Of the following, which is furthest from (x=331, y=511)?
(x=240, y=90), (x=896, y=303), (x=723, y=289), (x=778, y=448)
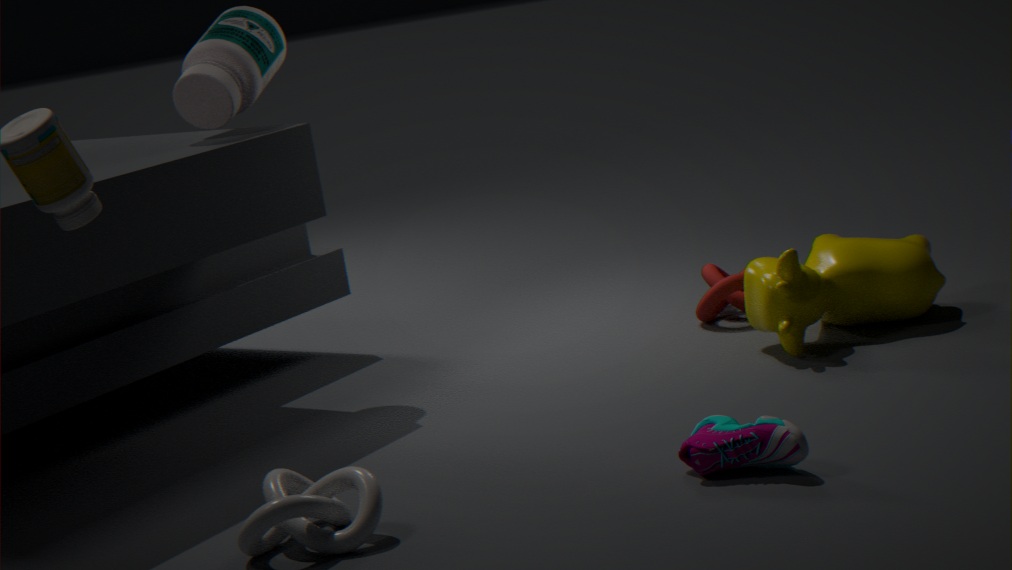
(x=723, y=289)
